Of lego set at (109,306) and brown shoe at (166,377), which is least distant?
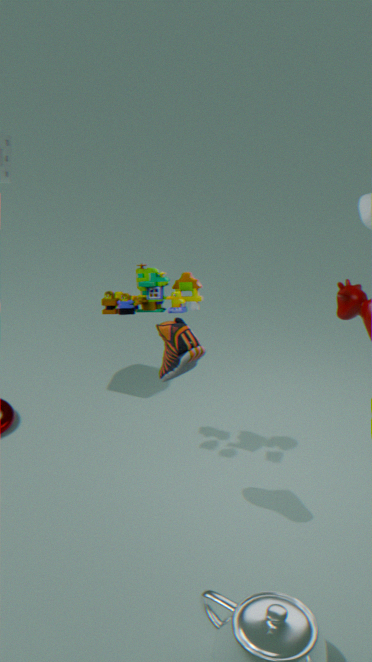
brown shoe at (166,377)
